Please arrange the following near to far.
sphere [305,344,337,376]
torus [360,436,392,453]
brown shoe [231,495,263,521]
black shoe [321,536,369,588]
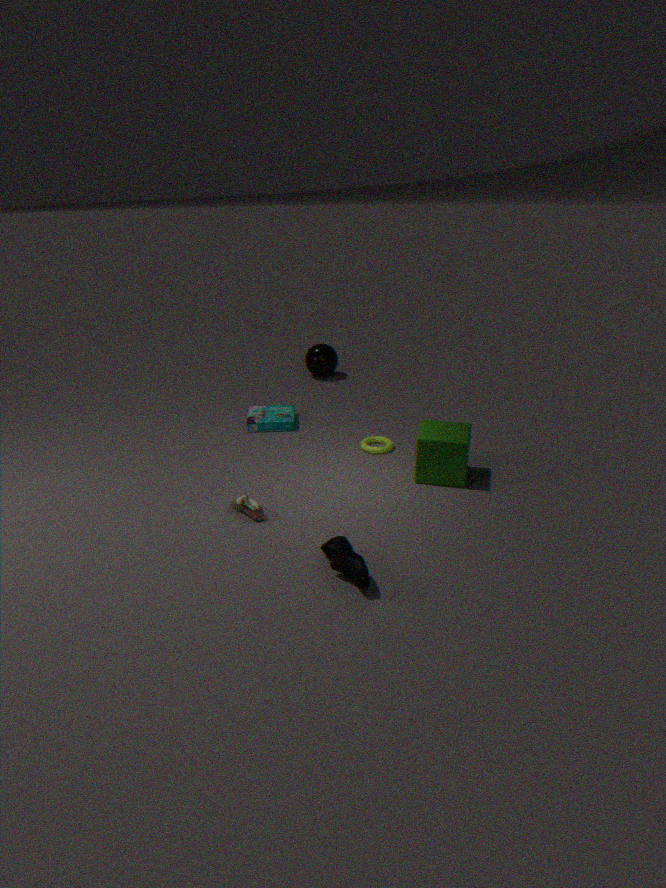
black shoe [321,536,369,588] < brown shoe [231,495,263,521] < torus [360,436,392,453] < sphere [305,344,337,376]
